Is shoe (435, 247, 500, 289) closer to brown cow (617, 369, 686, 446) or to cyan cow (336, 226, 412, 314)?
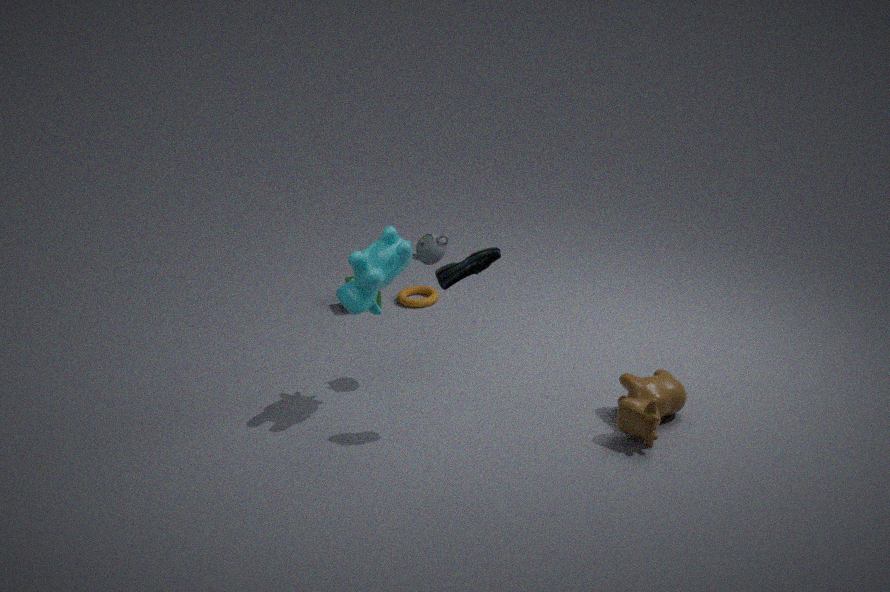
cyan cow (336, 226, 412, 314)
